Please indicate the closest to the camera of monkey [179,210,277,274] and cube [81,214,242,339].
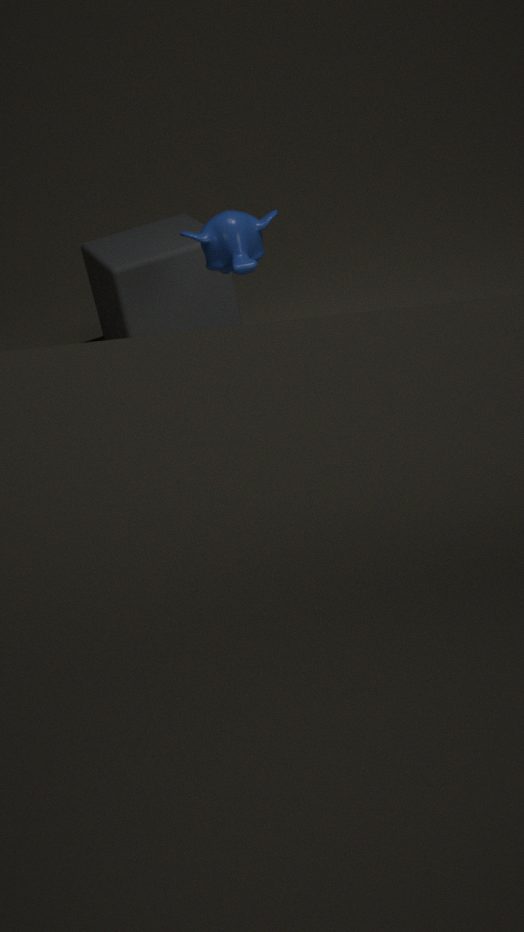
monkey [179,210,277,274]
